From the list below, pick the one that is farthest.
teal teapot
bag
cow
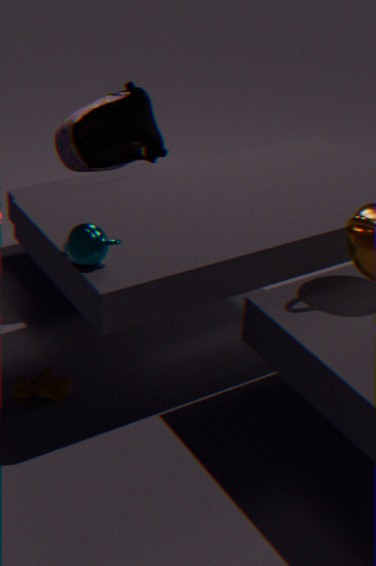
bag
